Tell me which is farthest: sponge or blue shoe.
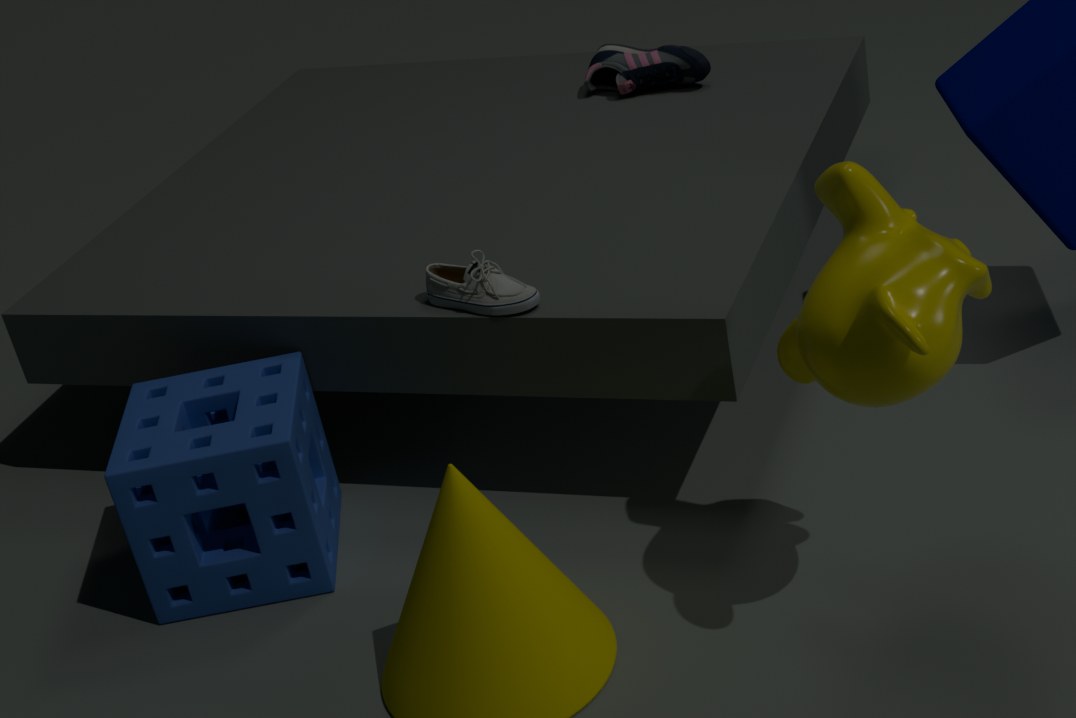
blue shoe
